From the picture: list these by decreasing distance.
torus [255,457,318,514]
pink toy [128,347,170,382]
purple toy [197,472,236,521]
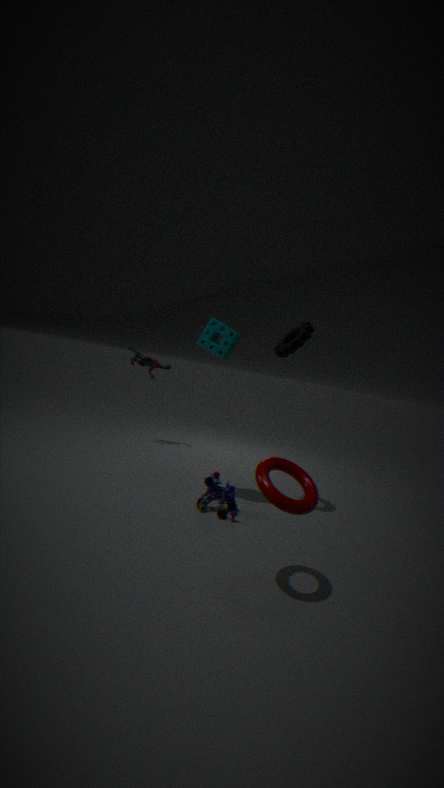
1. pink toy [128,347,170,382]
2. purple toy [197,472,236,521]
3. torus [255,457,318,514]
